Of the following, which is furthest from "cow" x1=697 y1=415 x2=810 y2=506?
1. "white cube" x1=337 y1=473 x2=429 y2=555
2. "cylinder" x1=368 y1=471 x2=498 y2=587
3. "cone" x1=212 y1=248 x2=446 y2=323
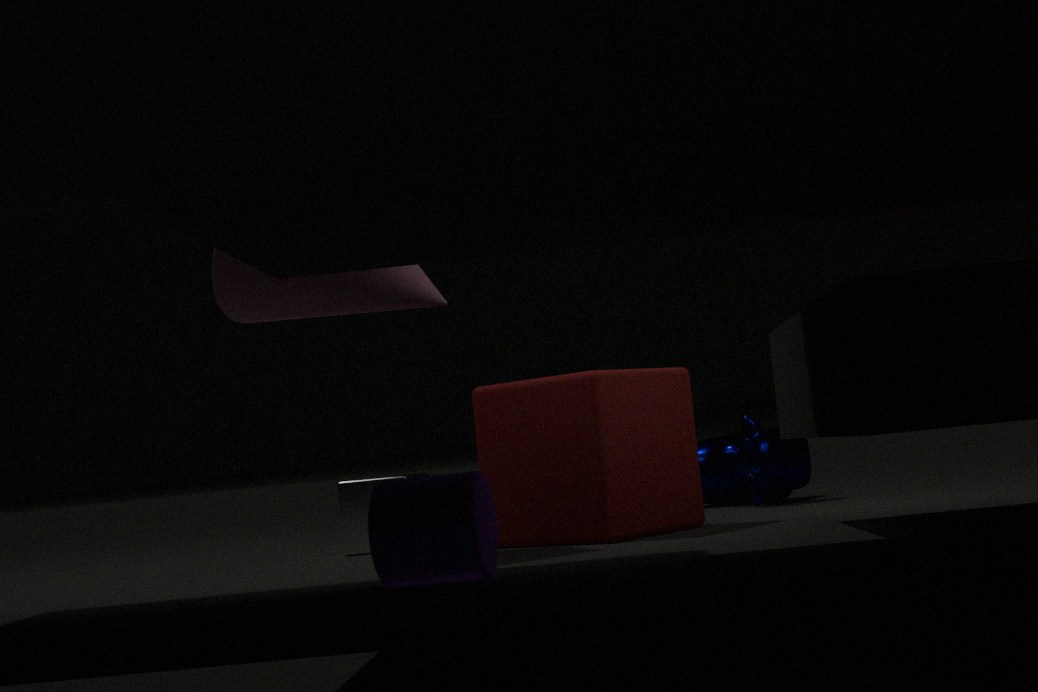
"cylinder" x1=368 y1=471 x2=498 y2=587
